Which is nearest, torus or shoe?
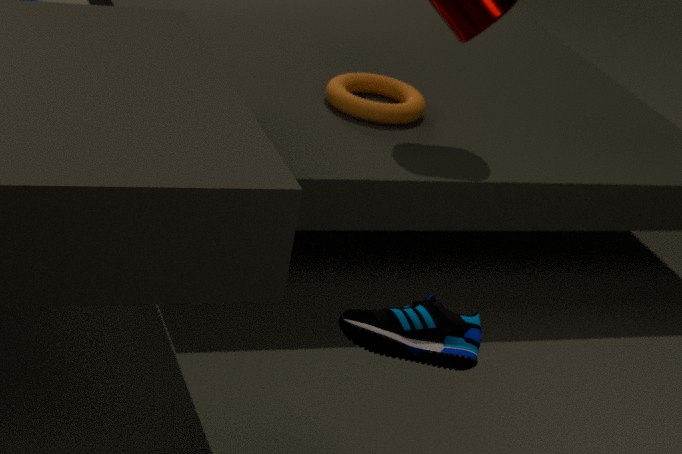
shoe
